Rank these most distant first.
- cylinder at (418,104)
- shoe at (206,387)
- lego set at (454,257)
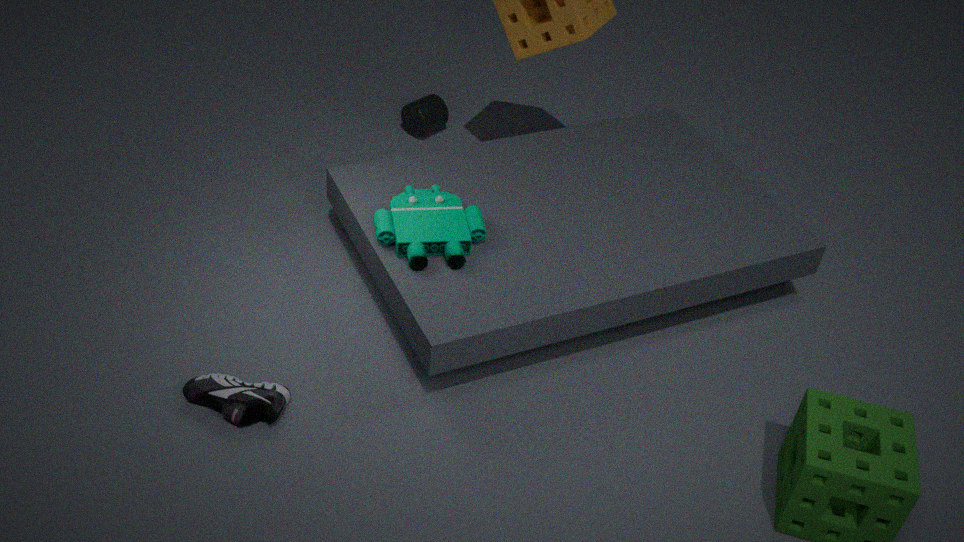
cylinder at (418,104), lego set at (454,257), shoe at (206,387)
